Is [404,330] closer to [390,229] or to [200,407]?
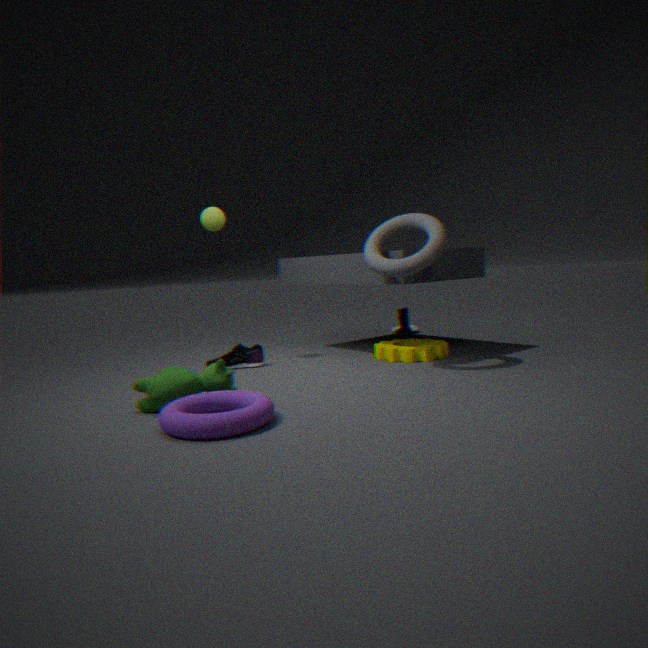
[390,229]
